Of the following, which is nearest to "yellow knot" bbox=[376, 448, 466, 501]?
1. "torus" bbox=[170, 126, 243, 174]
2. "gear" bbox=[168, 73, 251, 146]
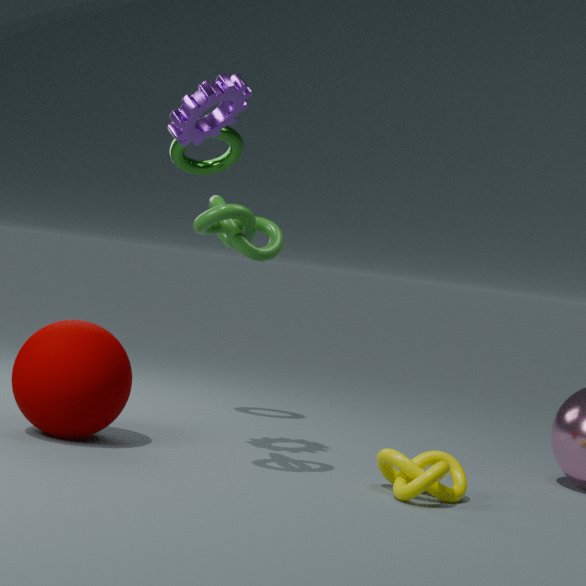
"gear" bbox=[168, 73, 251, 146]
